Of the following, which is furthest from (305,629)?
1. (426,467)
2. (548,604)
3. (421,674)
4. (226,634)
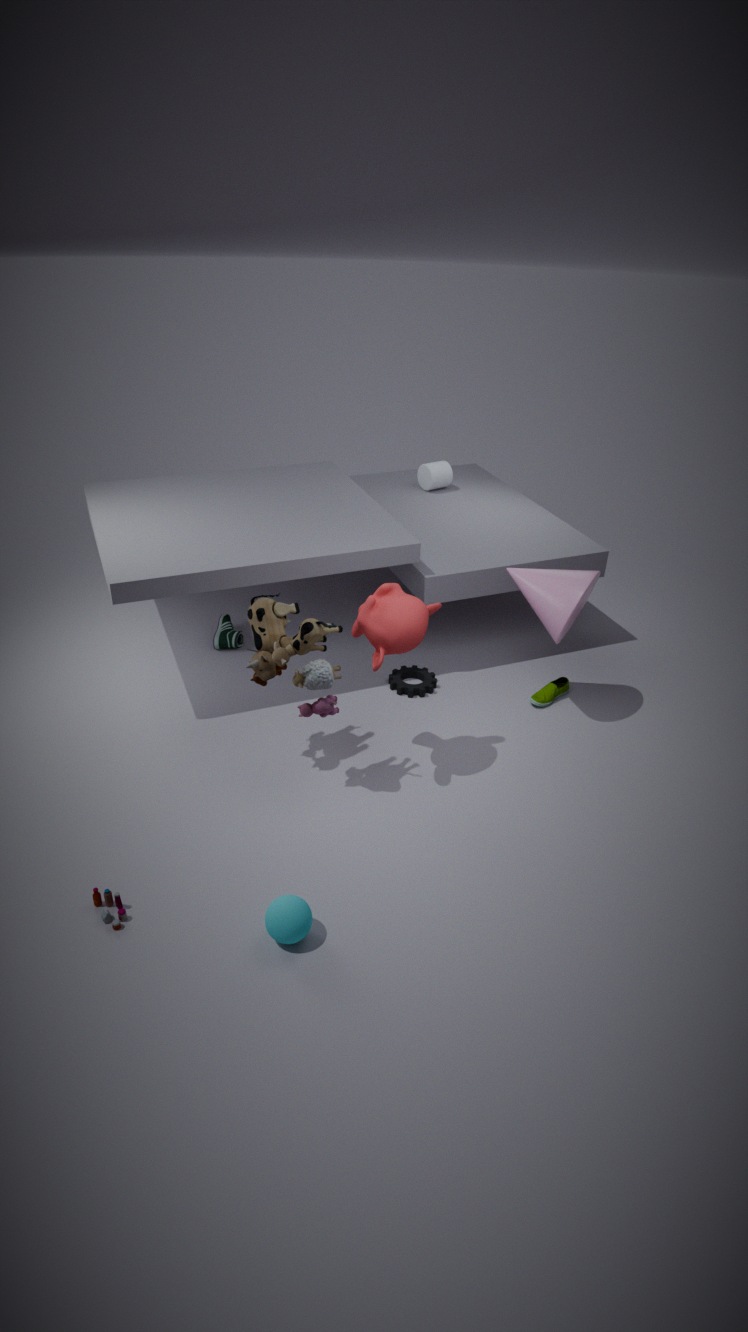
(426,467)
